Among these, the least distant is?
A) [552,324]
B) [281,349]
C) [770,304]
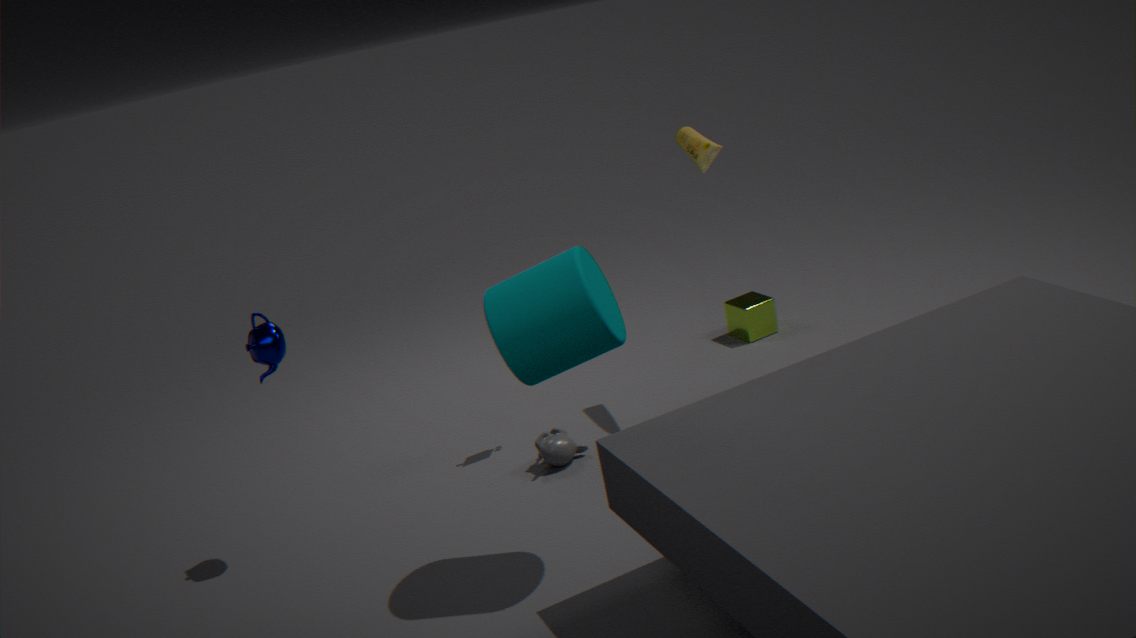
[552,324]
